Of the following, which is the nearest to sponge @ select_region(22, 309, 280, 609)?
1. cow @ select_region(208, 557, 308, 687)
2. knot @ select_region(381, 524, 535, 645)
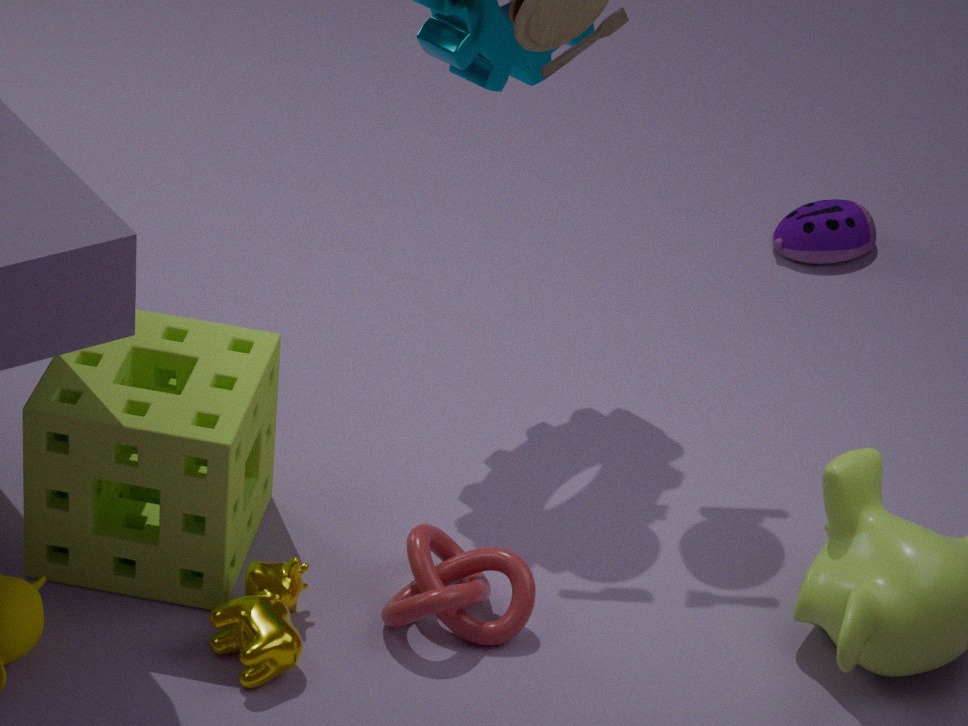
cow @ select_region(208, 557, 308, 687)
